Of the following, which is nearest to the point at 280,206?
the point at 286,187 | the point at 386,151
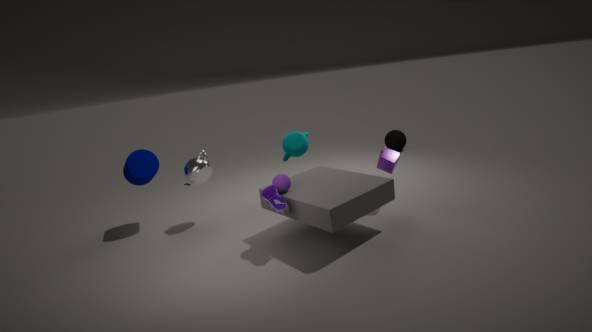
the point at 286,187
